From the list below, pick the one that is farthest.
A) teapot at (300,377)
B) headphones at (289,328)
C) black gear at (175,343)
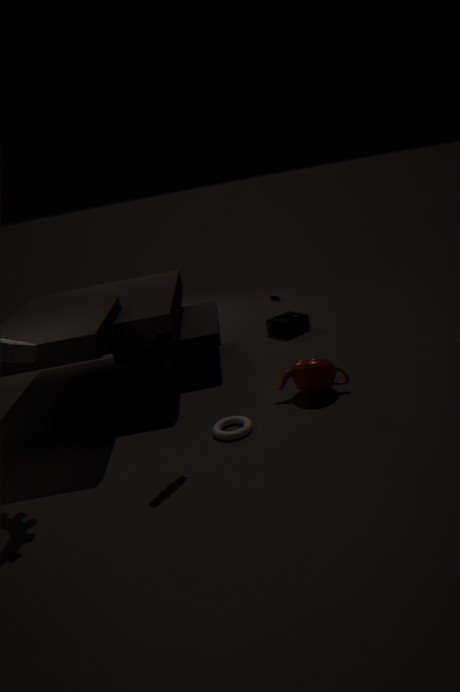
headphones at (289,328)
